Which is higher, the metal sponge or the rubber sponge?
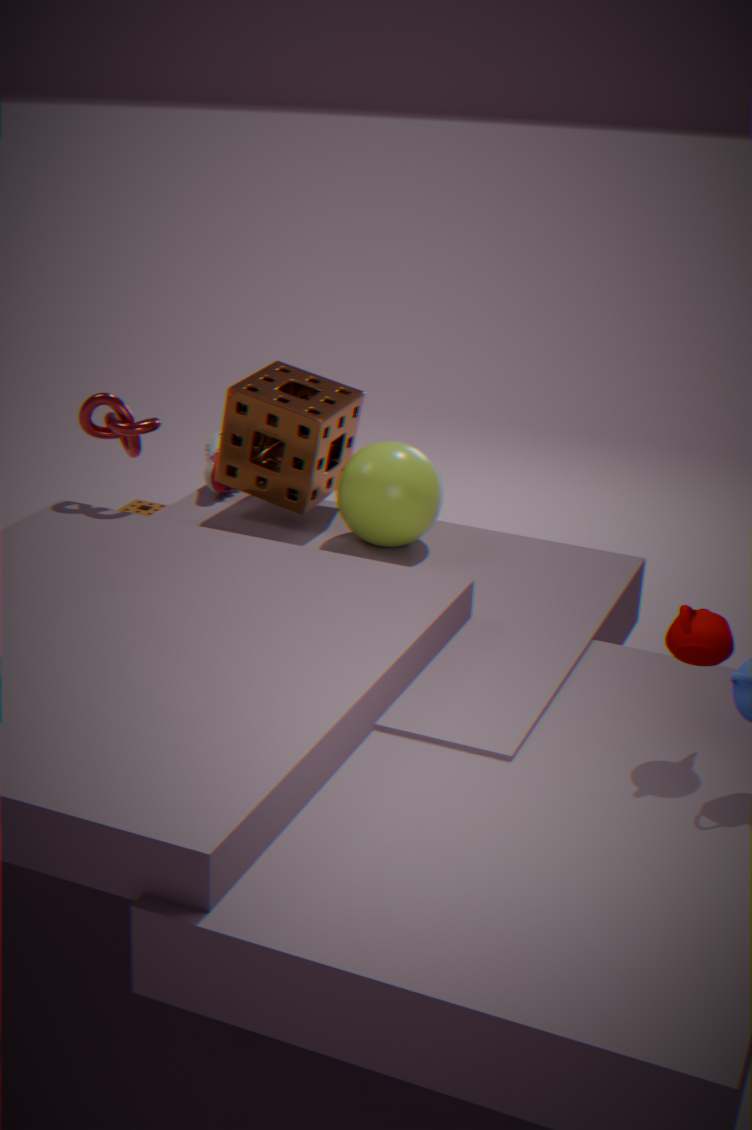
the metal sponge
